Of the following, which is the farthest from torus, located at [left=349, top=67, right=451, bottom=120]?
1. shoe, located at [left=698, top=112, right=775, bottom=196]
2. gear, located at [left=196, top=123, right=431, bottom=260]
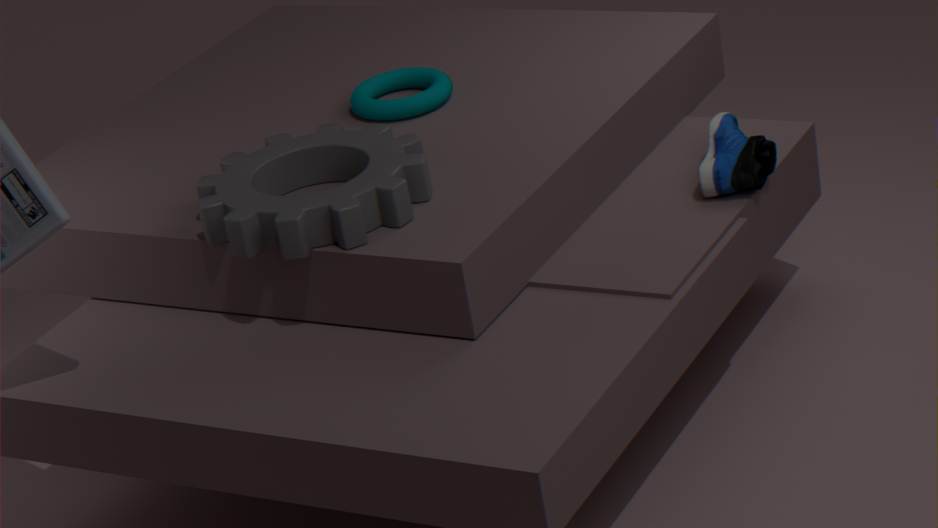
shoe, located at [left=698, top=112, right=775, bottom=196]
